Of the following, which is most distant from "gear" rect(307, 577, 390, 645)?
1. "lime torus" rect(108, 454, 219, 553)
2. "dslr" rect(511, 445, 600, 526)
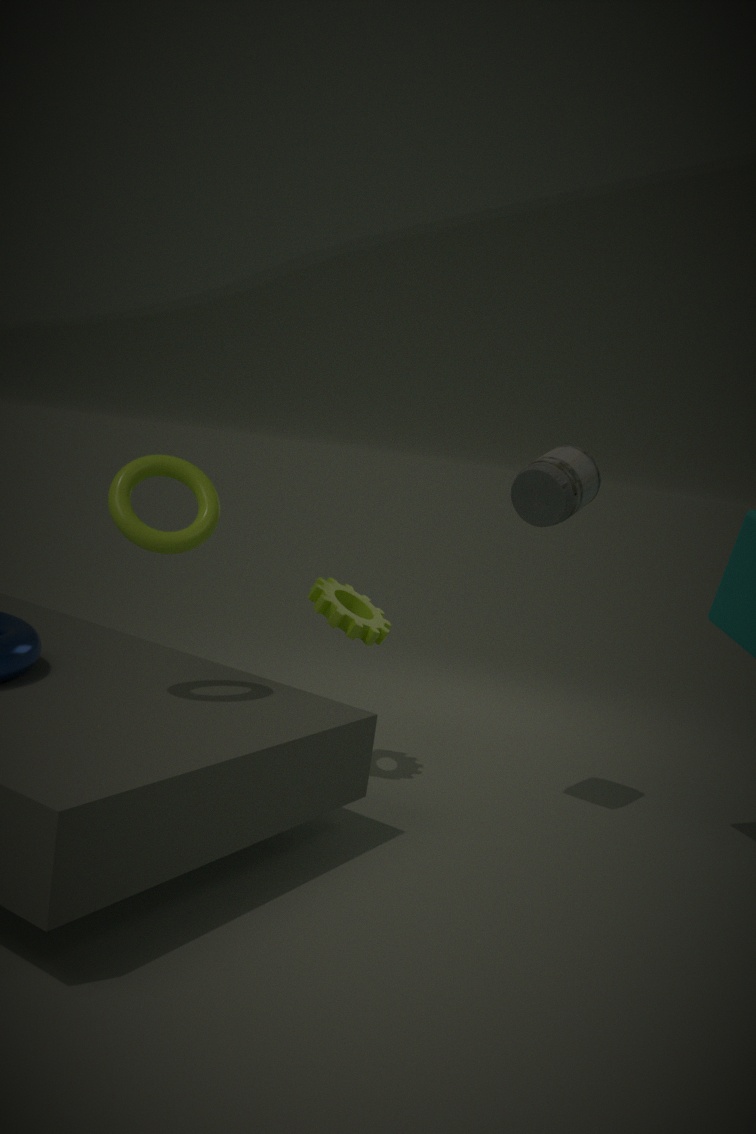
"lime torus" rect(108, 454, 219, 553)
